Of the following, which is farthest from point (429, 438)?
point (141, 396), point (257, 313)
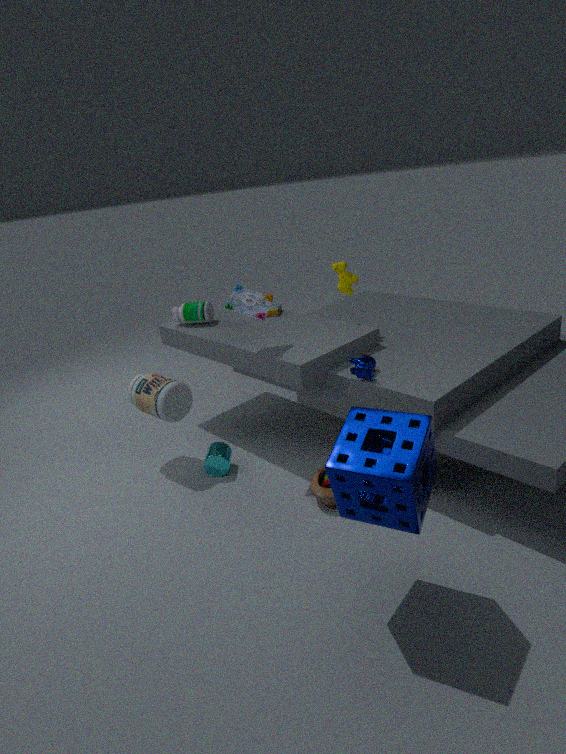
point (141, 396)
